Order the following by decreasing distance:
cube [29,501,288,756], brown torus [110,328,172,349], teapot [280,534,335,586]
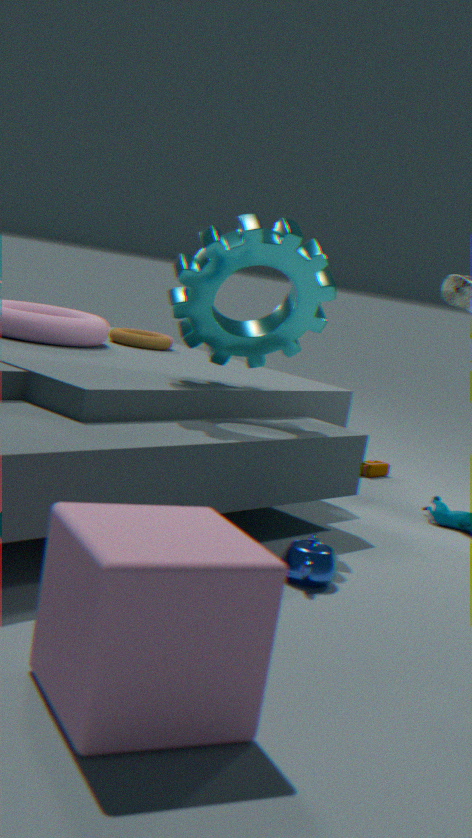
brown torus [110,328,172,349] < teapot [280,534,335,586] < cube [29,501,288,756]
